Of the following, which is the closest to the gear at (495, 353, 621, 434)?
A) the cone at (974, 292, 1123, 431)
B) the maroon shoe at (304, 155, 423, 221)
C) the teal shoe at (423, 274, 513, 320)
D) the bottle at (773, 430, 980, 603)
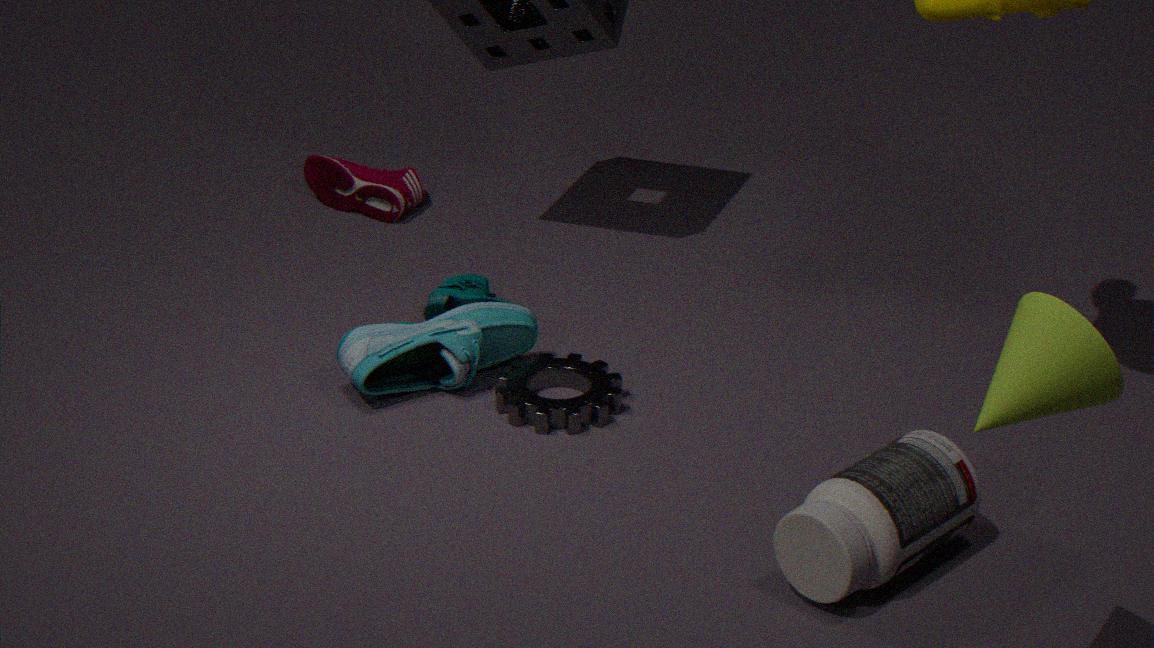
the teal shoe at (423, 274, 513, 320)
